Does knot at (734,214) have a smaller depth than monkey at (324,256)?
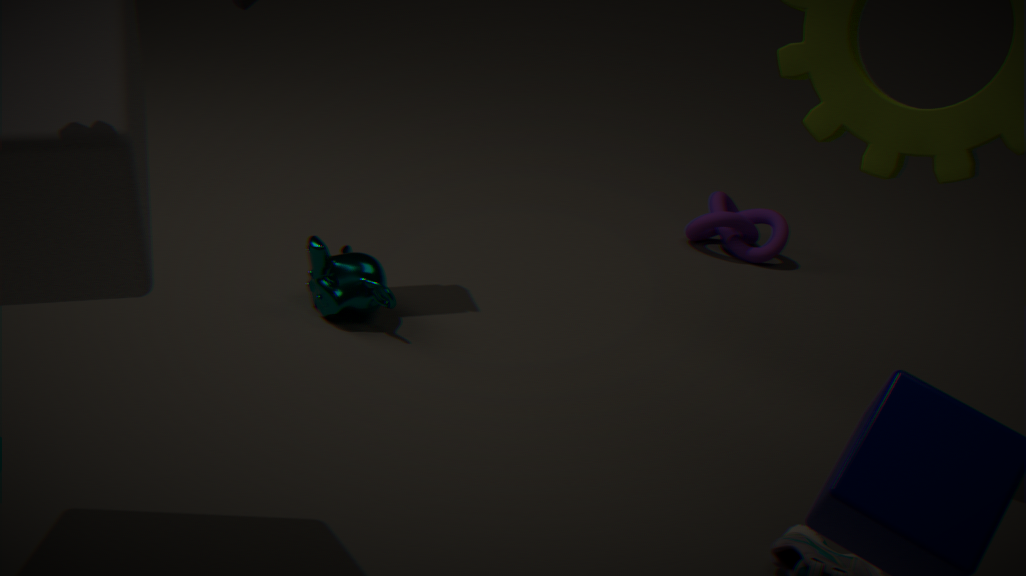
No
